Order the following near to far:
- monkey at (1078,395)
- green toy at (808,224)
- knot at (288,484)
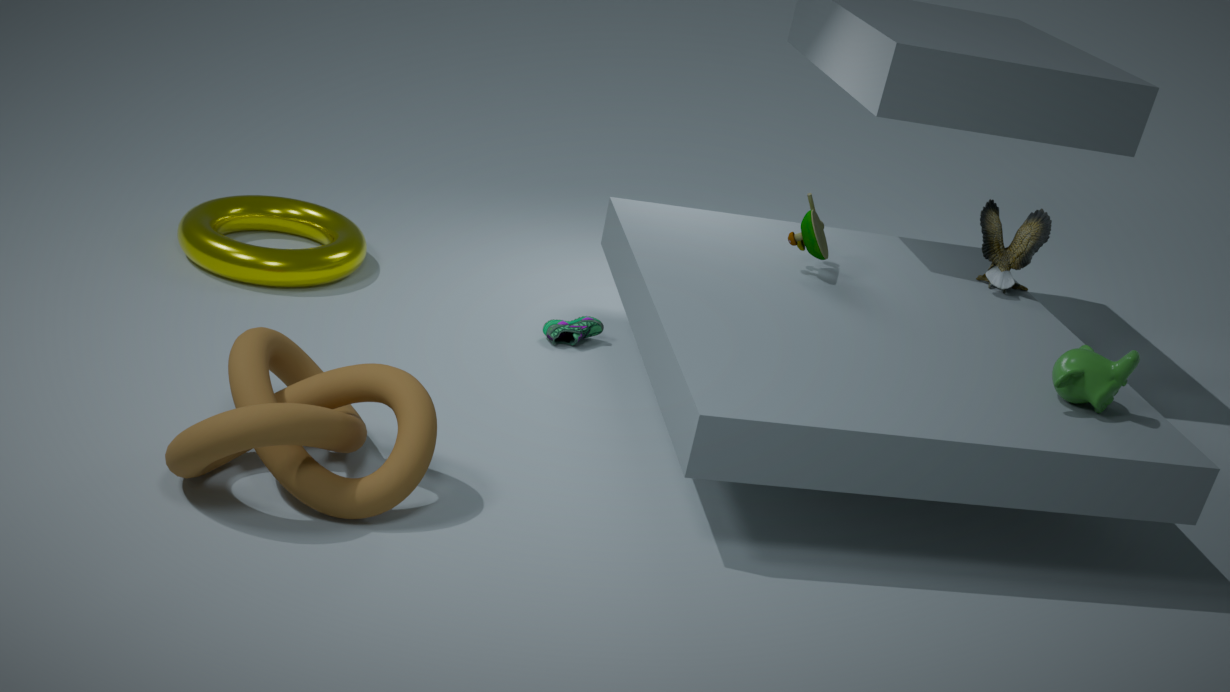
knot at (288,484) < monkey at (1078,395) < green toy at (808,224)
